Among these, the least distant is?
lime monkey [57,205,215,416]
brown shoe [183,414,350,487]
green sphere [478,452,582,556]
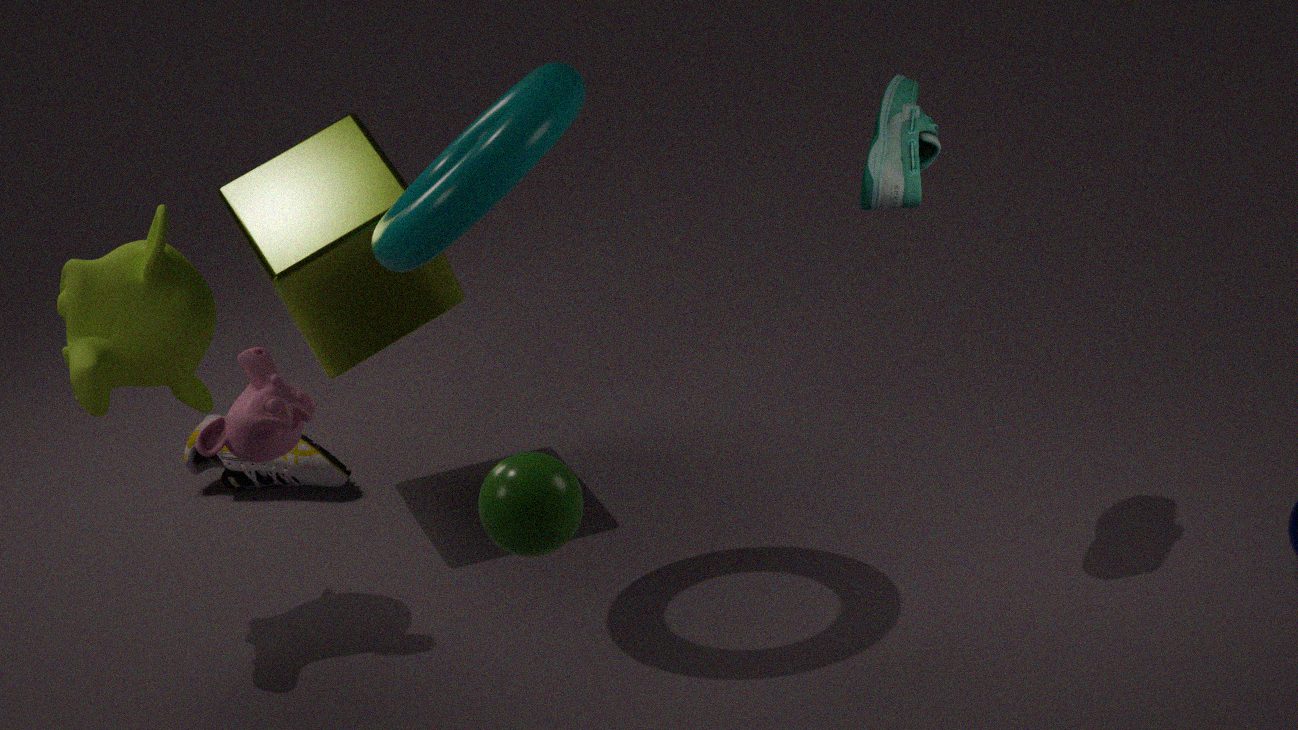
green sphere [478,452,582,556]
